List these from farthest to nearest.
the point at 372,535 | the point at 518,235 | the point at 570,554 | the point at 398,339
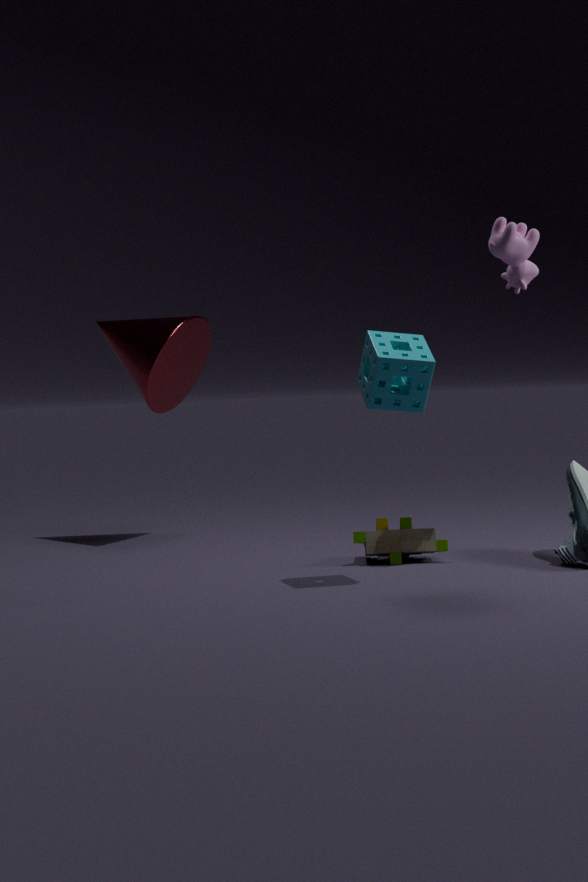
the point at 372,535 → the point at 570,554 → the point at 518,235 → the point at 398,339
